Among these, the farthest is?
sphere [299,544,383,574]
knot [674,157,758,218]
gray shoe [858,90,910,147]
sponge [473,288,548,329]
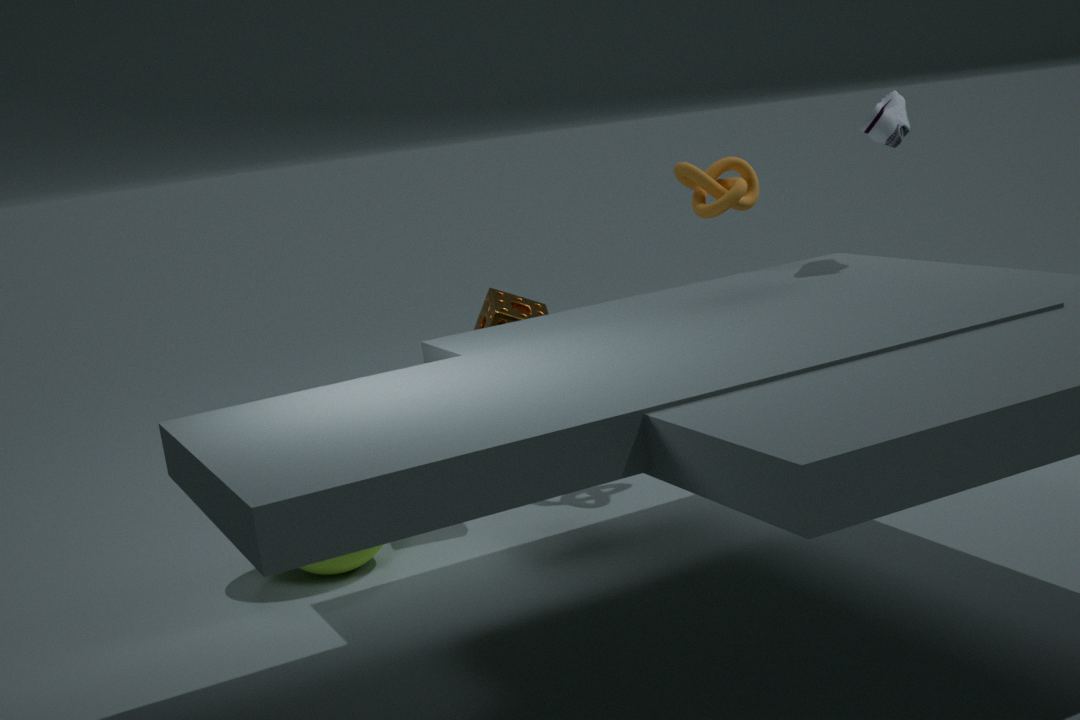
knot [674,157,758,218]
